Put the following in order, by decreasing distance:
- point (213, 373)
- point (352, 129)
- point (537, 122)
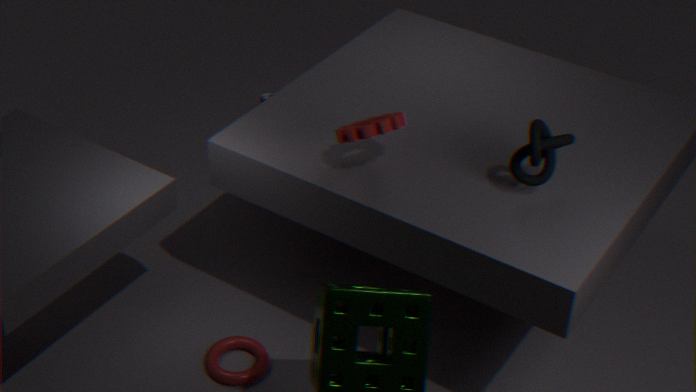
point (213, 373) < point (352, 129) < point (537, 122)
